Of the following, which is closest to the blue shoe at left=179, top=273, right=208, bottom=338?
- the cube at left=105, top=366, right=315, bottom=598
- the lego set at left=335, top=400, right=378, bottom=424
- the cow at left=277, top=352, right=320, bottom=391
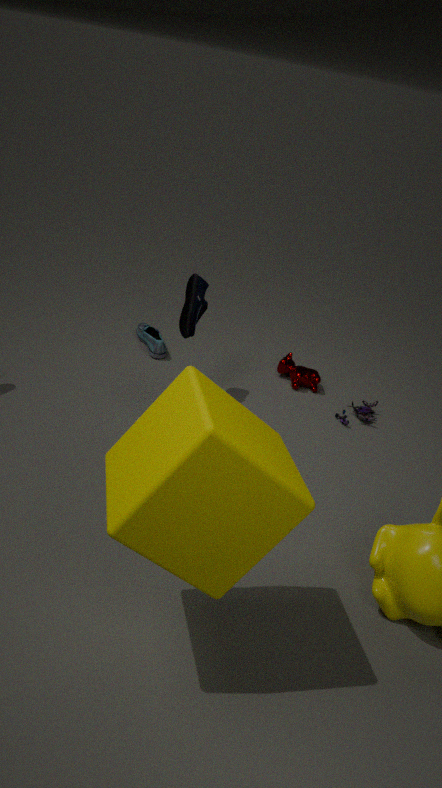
the cow at left=277, top=352, right=320, bottom=391
